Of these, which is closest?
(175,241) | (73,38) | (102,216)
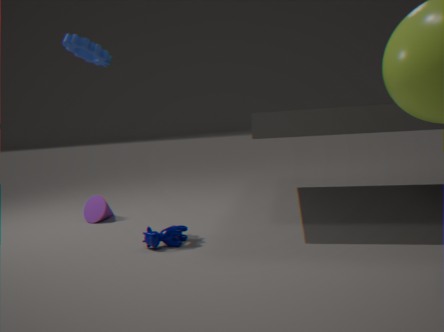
(73,38)
